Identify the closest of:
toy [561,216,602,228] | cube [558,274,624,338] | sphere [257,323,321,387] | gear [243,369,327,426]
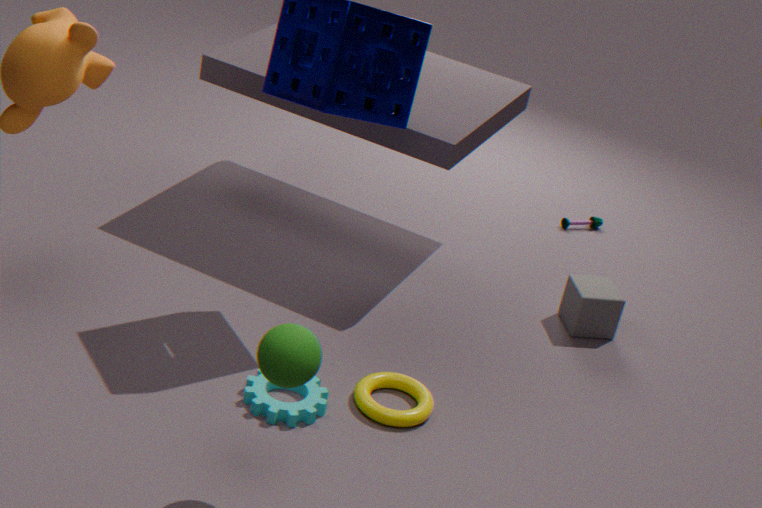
sphere [257,323,321,387]
